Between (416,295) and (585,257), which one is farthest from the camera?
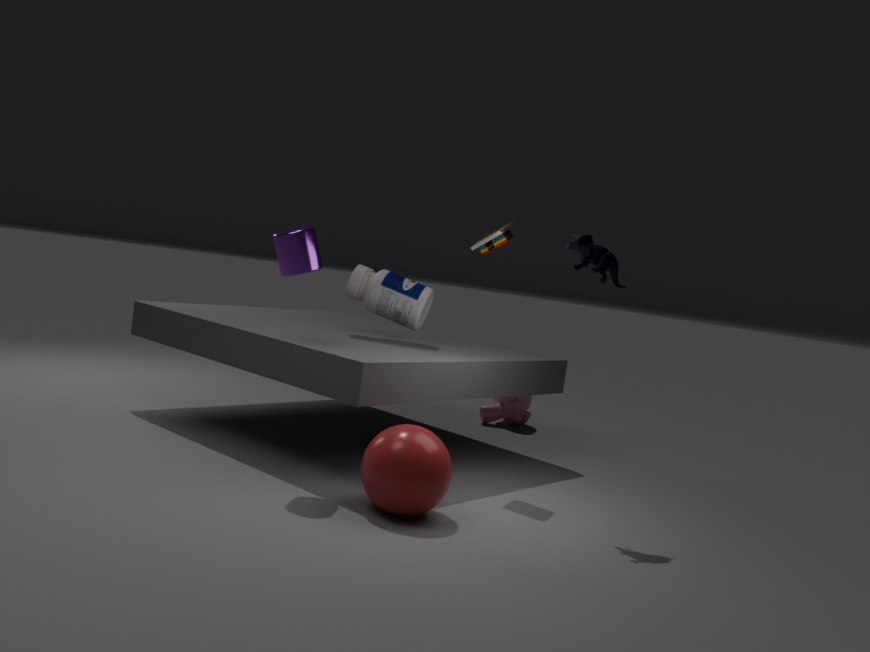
(416,295)
